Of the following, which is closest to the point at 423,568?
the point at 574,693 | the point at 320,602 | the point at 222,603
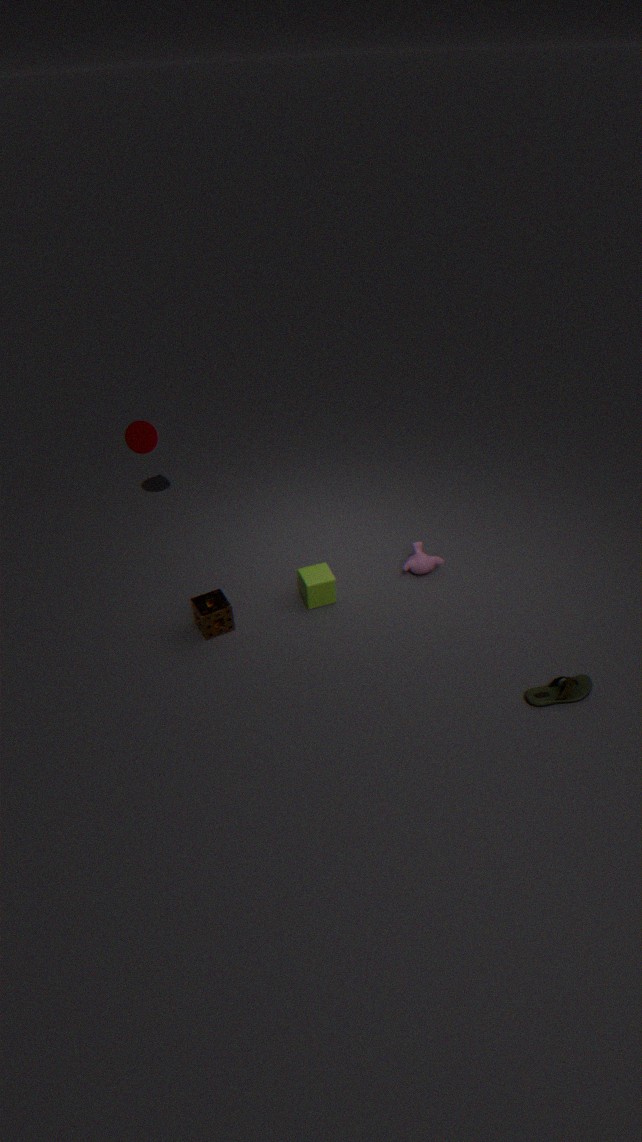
the point at 320,602
